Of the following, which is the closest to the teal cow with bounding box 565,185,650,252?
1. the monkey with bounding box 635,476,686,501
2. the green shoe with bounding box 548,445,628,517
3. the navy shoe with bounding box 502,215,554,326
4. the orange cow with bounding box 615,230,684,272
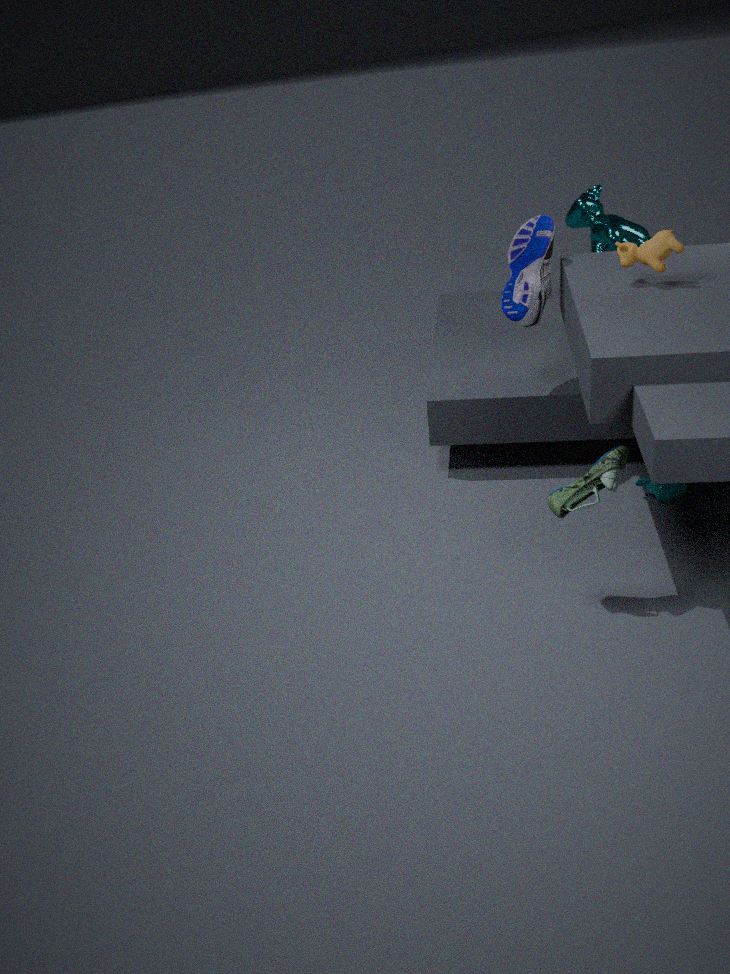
the navy shoe with bounding box 502,215,554,326
